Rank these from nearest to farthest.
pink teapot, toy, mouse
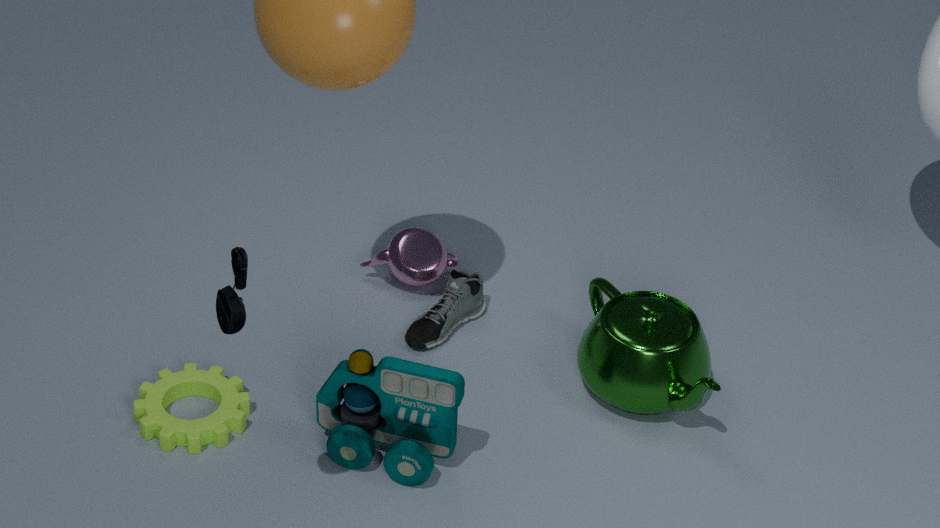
mouse, toy, pink teapot
